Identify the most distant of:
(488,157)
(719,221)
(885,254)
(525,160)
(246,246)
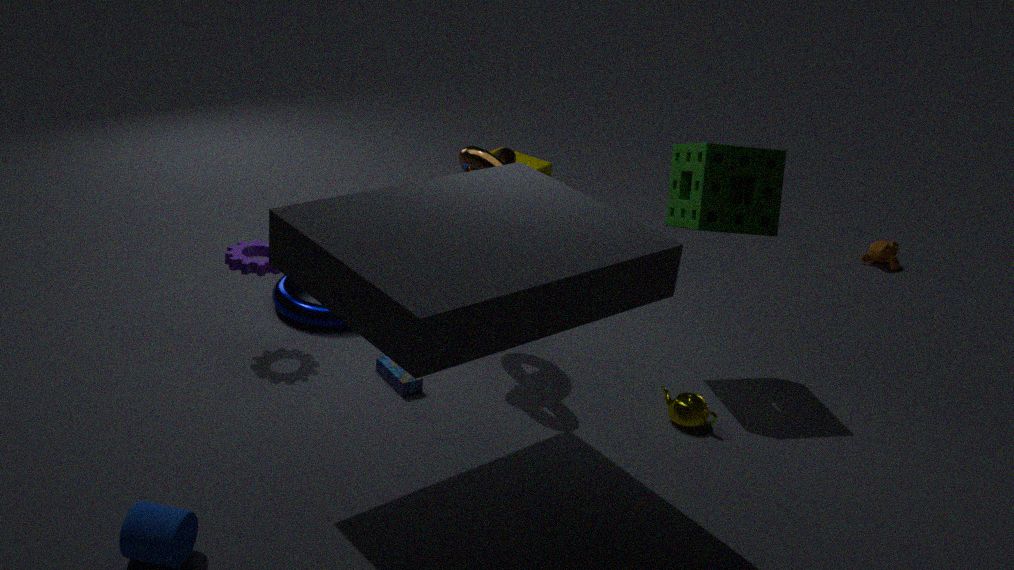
(885,254)
